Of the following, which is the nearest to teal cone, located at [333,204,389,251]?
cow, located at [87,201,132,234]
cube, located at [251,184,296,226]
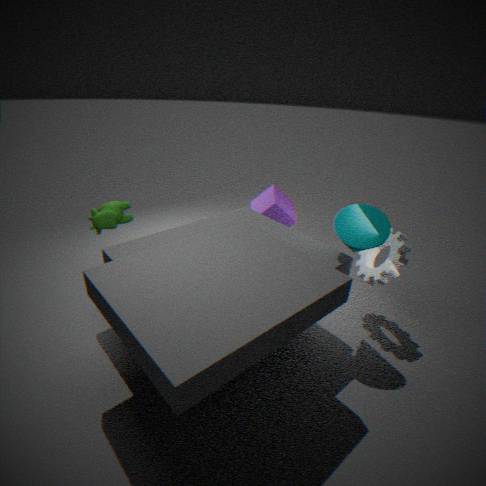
cube, located at [251,184,296,226]
